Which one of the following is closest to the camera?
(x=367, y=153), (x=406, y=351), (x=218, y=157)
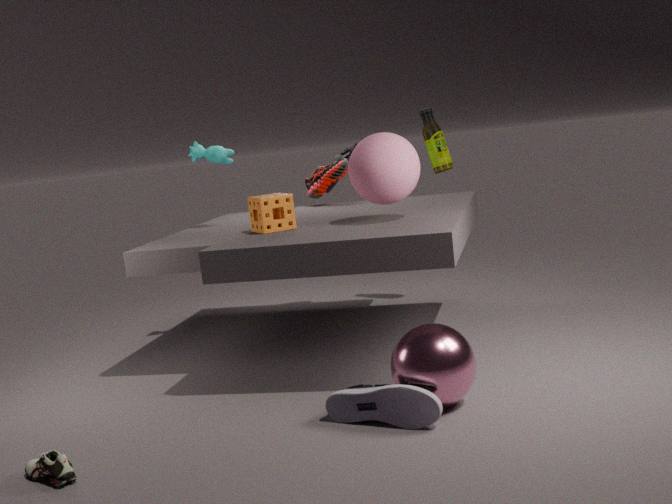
(x=406, y=351)
